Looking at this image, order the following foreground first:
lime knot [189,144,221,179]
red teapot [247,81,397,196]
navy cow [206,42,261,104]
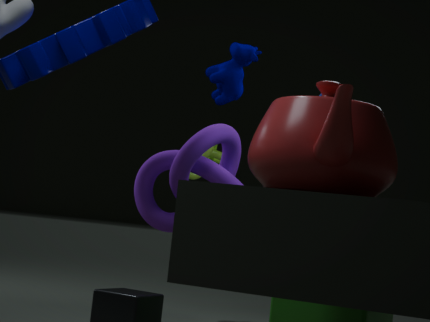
1. red teapot [247,81,397,196]
2. navy cow [206,42,261,104]
3. lime knot [189,144,221,179]
